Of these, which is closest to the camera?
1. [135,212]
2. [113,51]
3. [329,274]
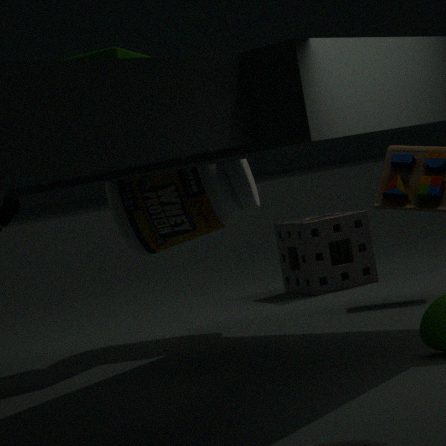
[113,51]
